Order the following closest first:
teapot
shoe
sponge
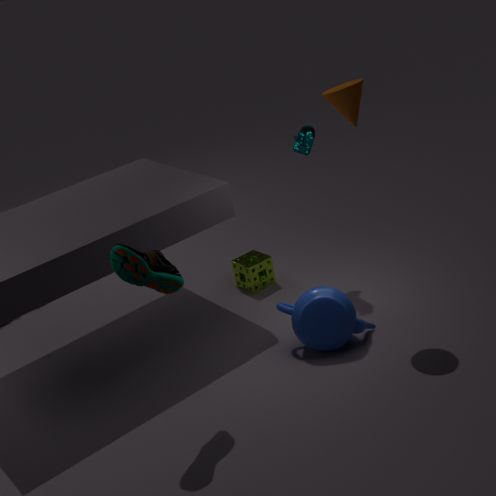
shoe → teapot → sponge
